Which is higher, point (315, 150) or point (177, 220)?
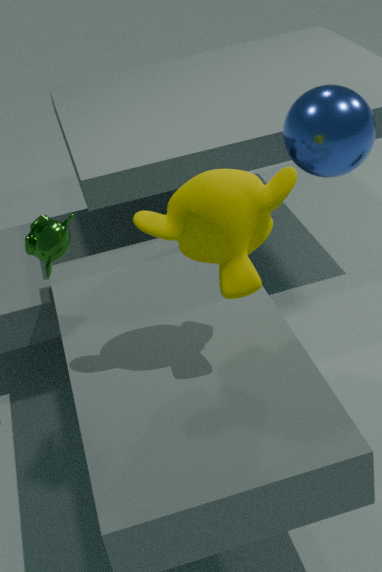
point (177, 220)
